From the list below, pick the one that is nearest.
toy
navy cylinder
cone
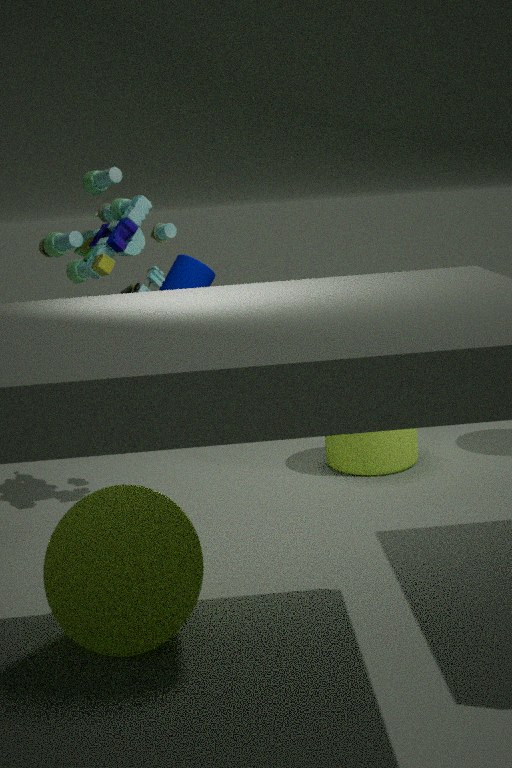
cone
